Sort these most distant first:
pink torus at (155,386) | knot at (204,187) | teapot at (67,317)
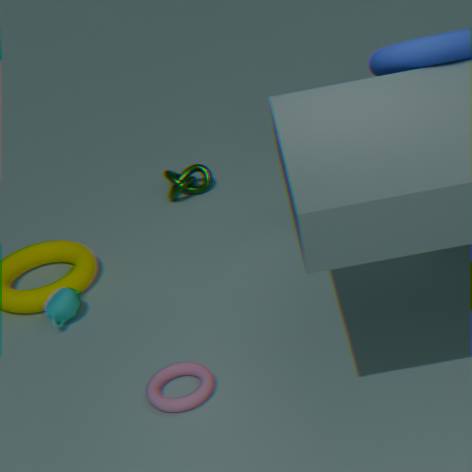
knot at (204,187) → teapot at (67,317) → pink torus at (155,386)
